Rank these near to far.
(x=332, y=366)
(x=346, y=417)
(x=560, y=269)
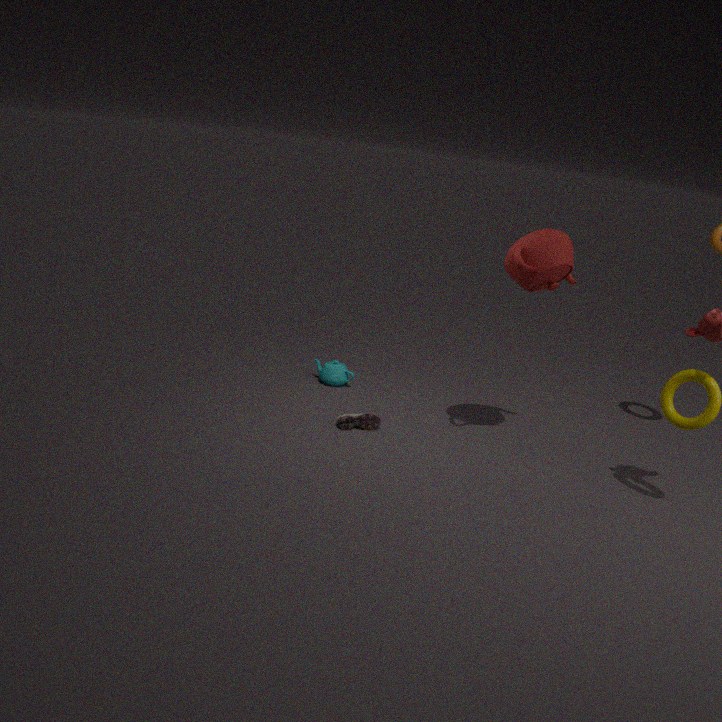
(x=560, y=269) → (x=346, y=417) → (x=332, y=366)
